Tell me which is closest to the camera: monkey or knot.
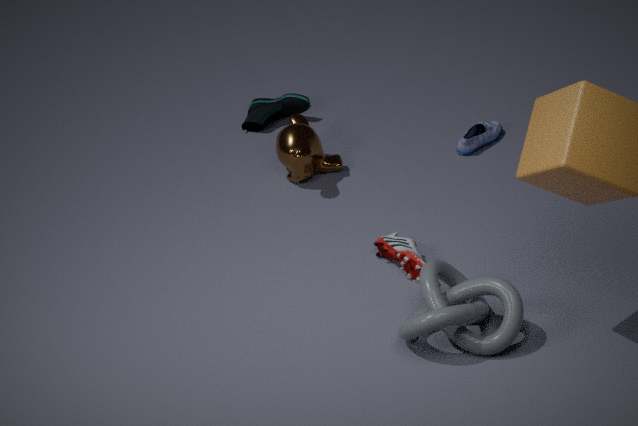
knot
